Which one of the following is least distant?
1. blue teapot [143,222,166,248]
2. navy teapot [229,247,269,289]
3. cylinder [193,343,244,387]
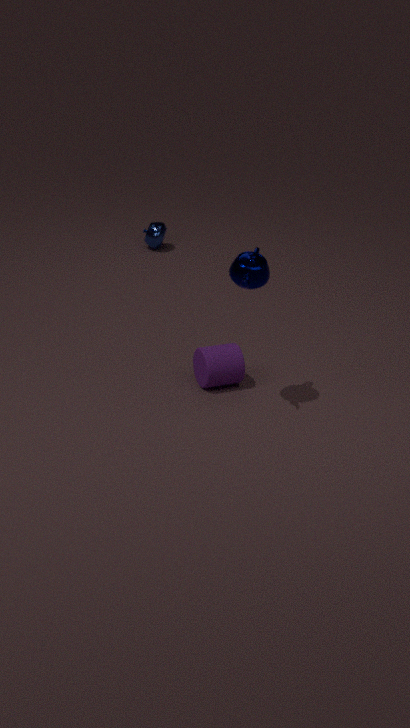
navy teapot [229,247,269,289]
